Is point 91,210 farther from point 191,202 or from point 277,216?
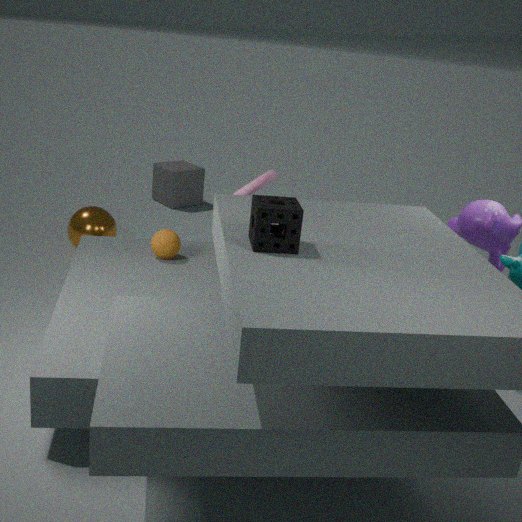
point 277,216
